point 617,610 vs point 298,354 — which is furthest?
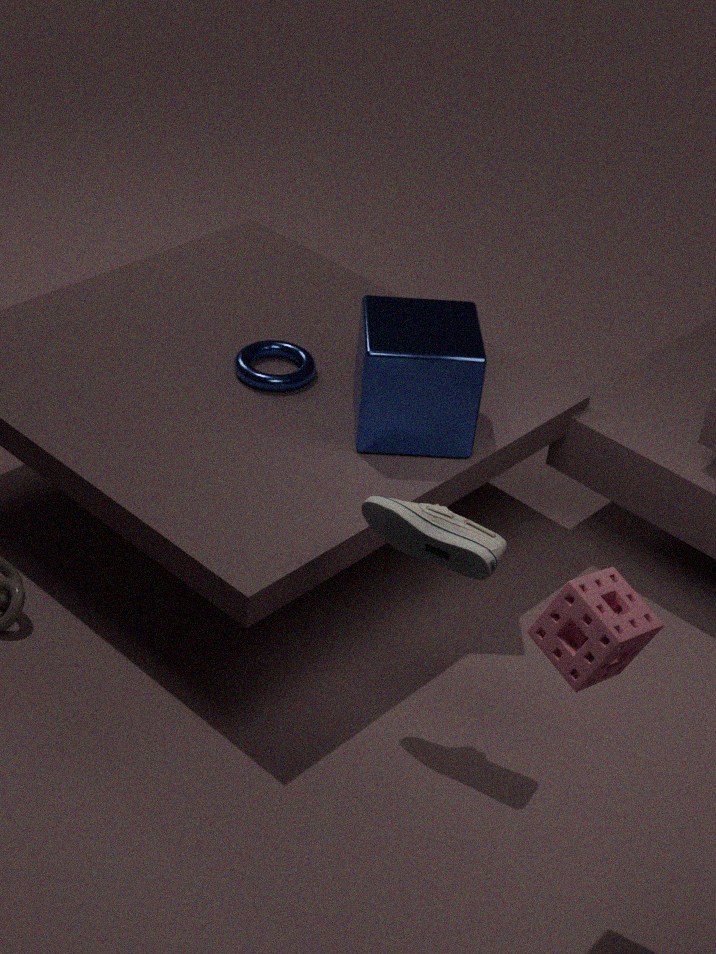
point 298,354
